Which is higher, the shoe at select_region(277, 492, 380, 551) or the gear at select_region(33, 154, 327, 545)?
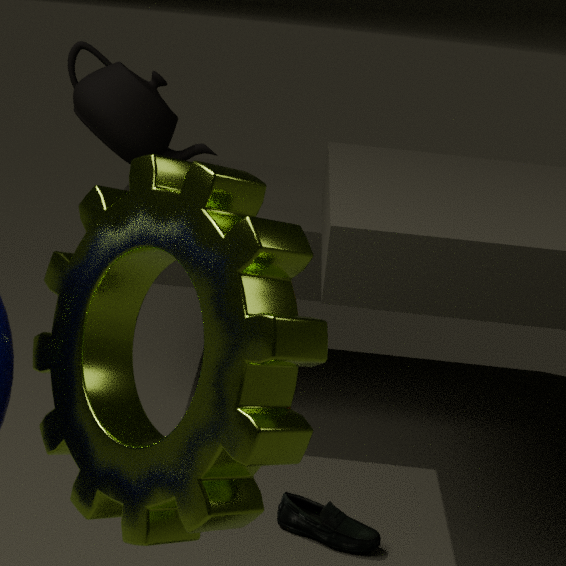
the gear at select_region(33, 154, 327, 545)
